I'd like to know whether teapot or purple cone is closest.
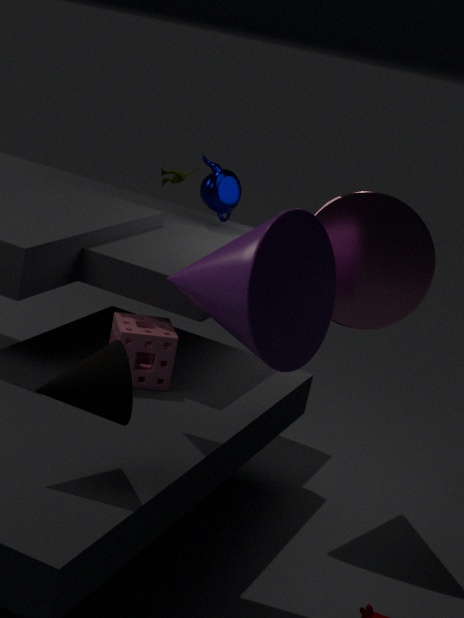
purple cone
